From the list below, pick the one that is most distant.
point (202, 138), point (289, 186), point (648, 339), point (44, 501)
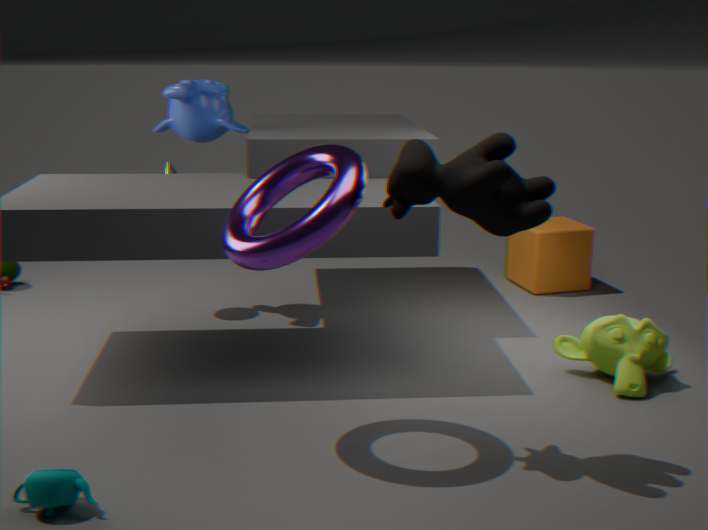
point (202, 138)
